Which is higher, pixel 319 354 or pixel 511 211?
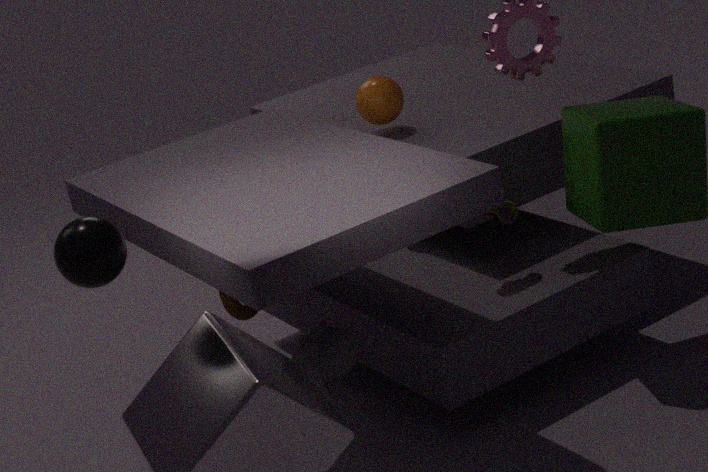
pixel 511 211
